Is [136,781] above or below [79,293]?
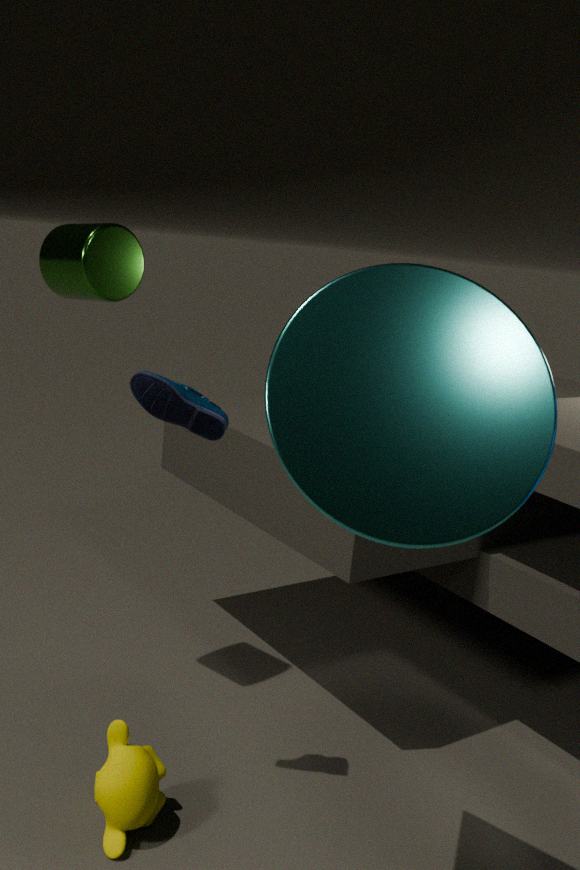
below
